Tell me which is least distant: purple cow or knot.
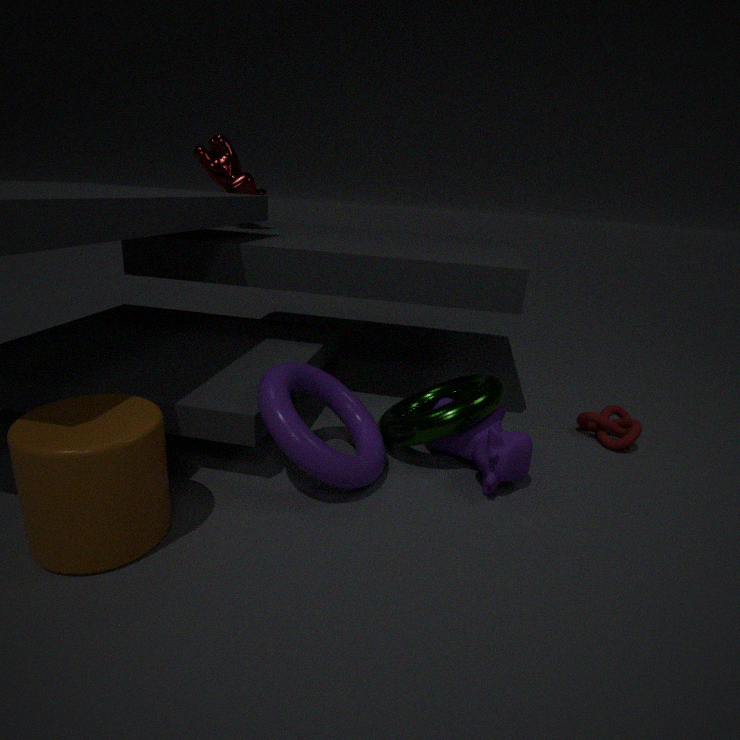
purple cow
